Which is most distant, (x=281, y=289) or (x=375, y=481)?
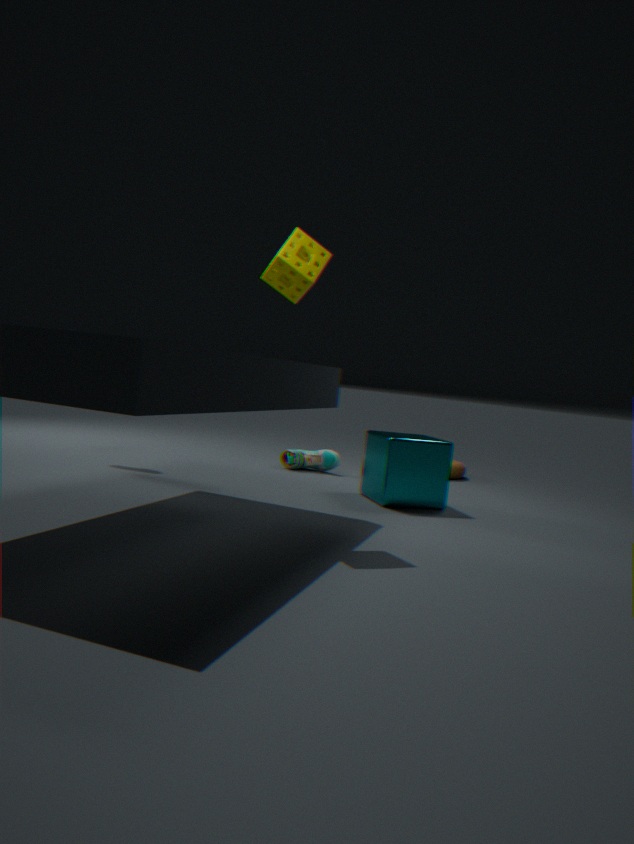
(x=375, y=481)
